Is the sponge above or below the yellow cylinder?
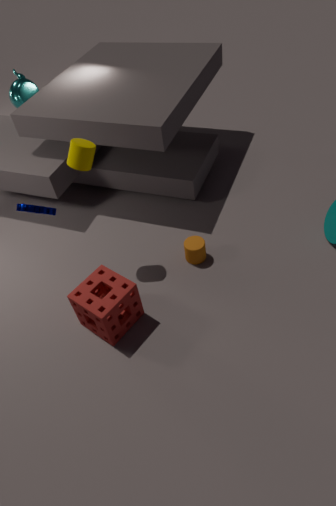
below
